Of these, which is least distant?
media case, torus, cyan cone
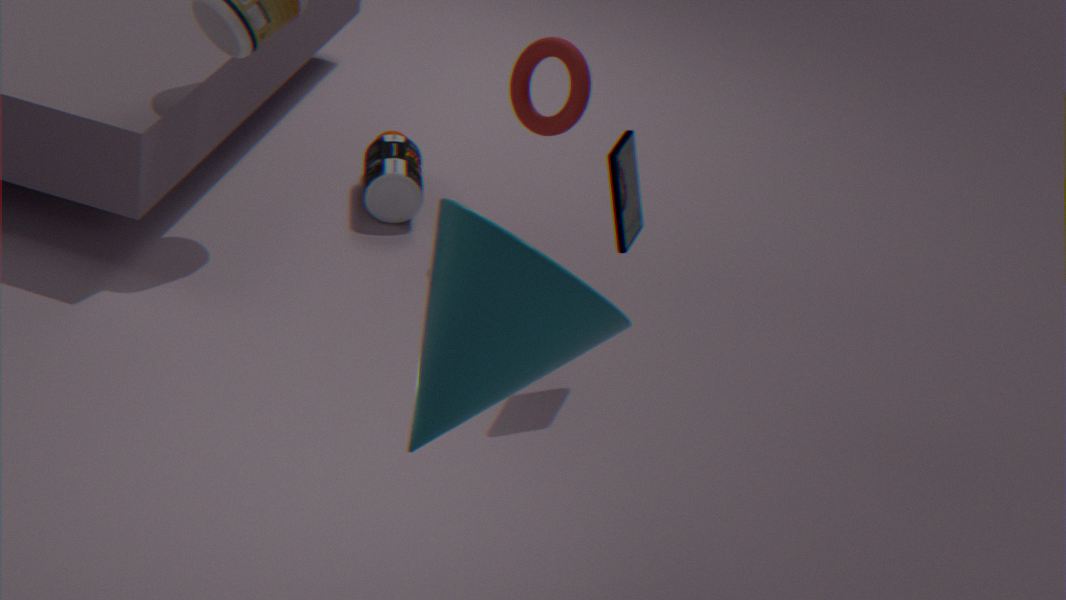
cyan cone
